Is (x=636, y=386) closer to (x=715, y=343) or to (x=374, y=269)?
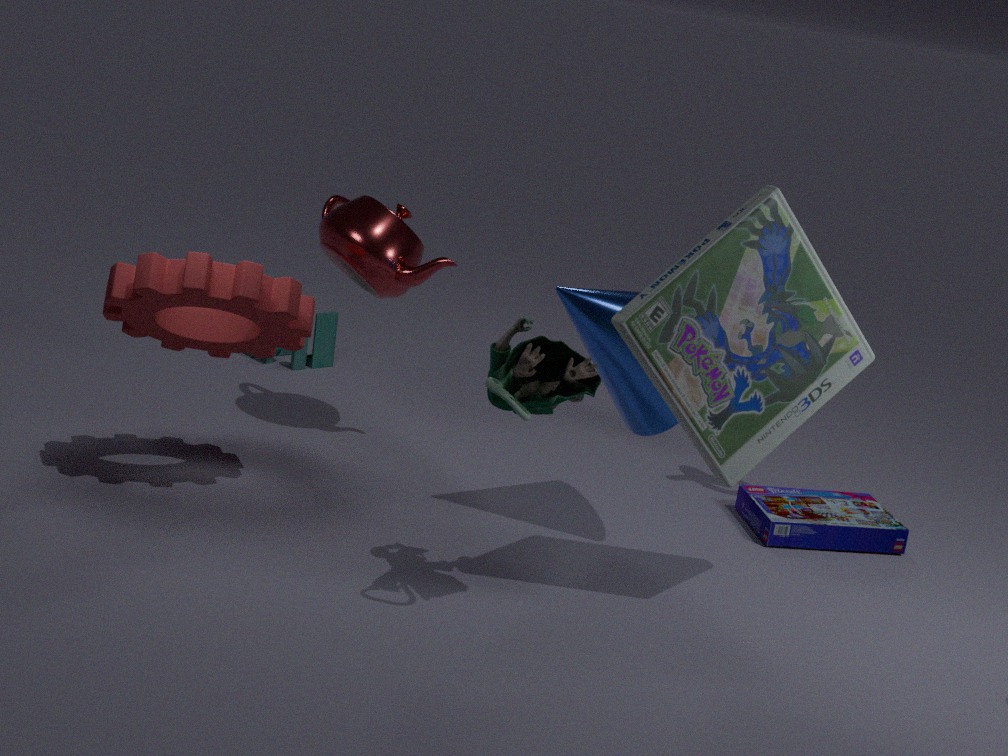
(x=715, y=343)
